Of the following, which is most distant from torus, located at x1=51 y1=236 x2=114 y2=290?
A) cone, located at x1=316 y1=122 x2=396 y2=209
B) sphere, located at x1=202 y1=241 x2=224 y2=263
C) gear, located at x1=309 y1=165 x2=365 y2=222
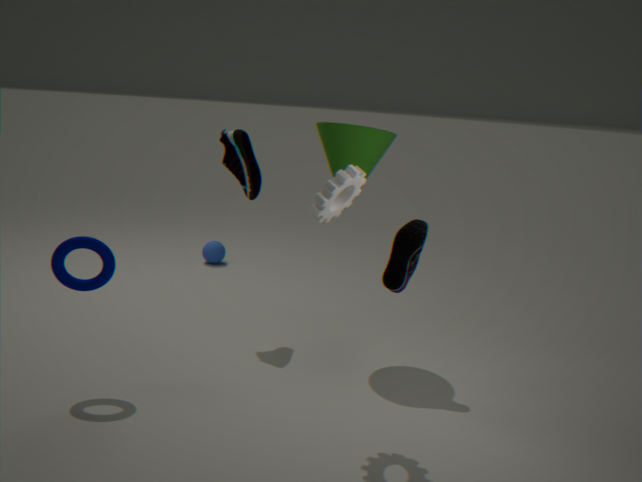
sphere, located at x1=202 y1=241 x2=224 y2=263
